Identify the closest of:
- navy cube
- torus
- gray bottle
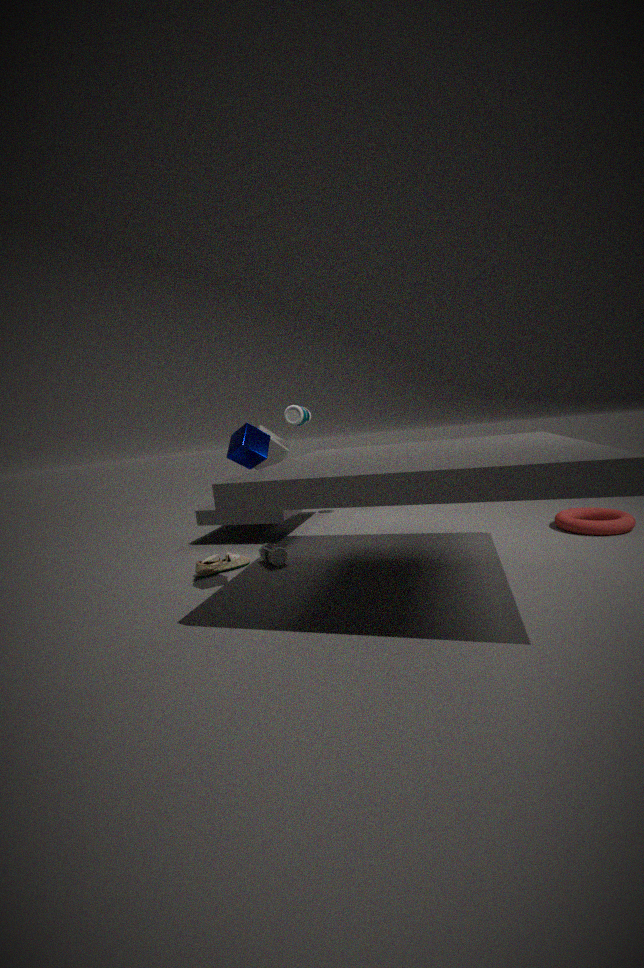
navy cube
